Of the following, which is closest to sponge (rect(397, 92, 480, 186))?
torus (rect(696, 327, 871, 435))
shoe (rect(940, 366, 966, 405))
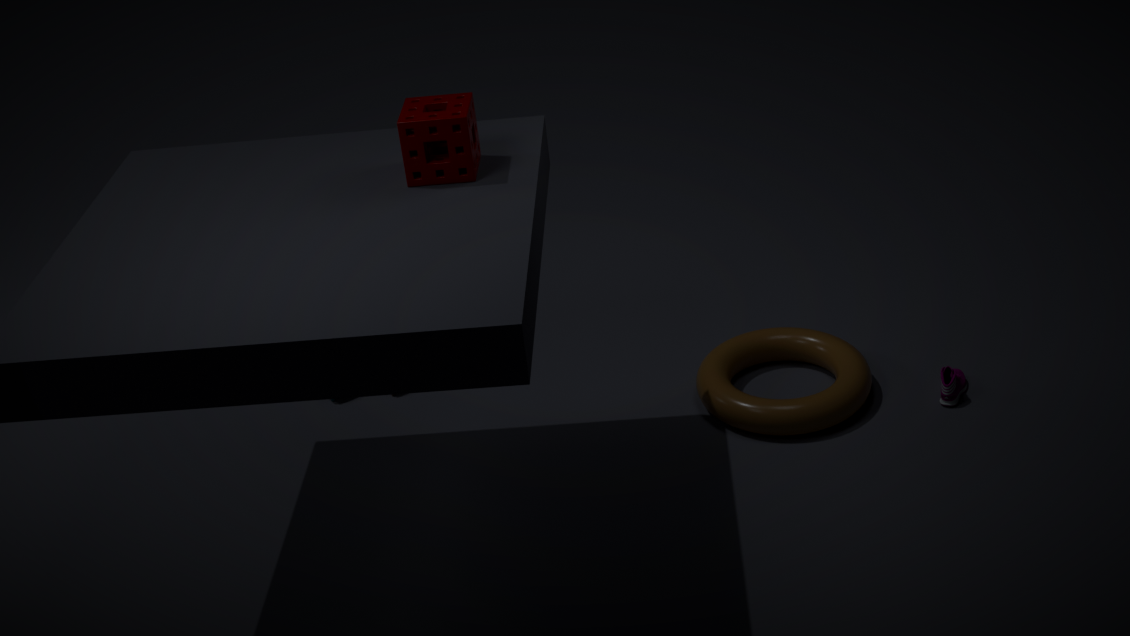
torus (rect(696, 327, 871, 435))
